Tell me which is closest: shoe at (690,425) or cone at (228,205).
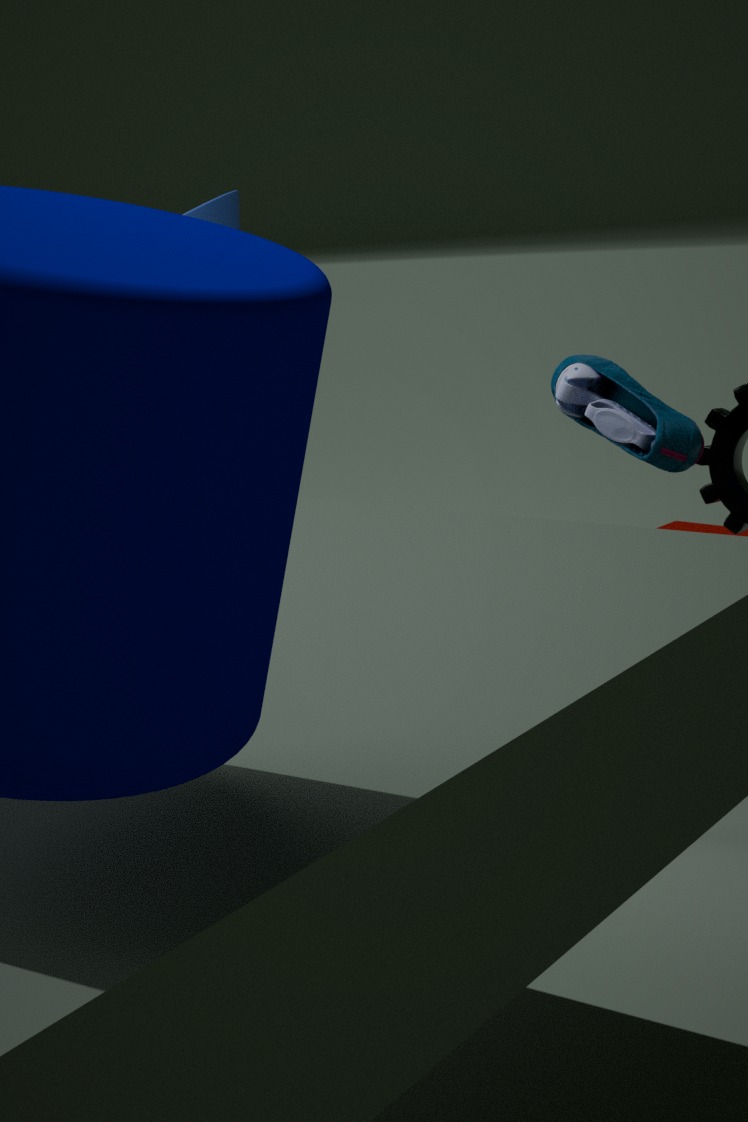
shoe at (690,425)
